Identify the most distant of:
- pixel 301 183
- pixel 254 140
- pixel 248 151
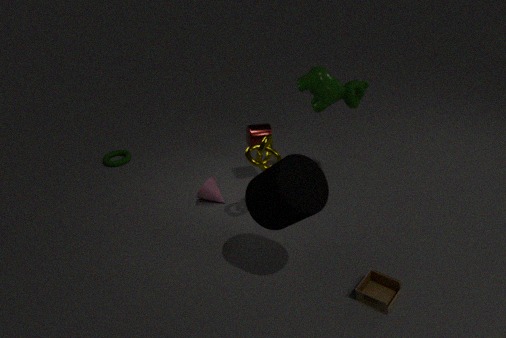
pixel 254 140
